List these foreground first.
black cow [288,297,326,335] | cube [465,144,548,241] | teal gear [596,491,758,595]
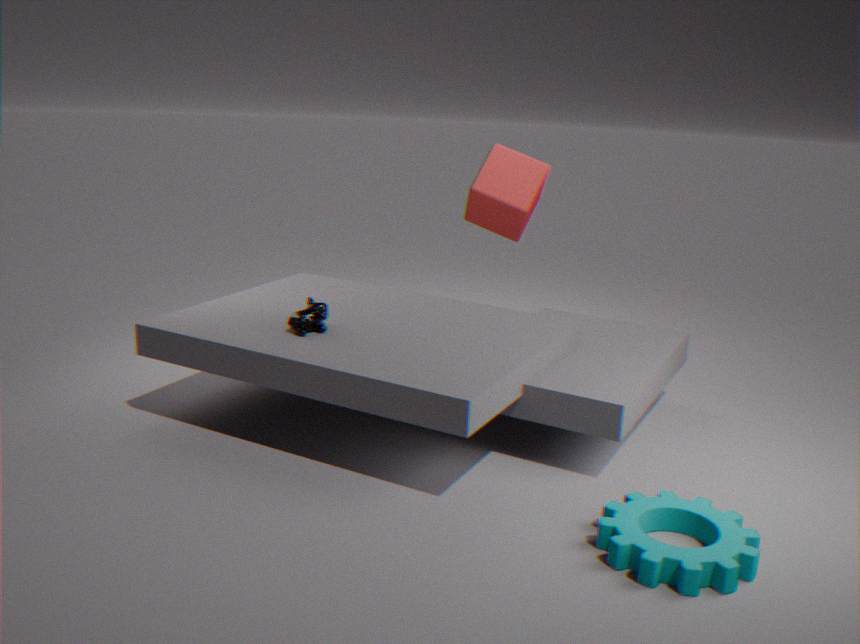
teal gear [596,491,758,595] < black cow [288,297,326,335] < cube [465,144,548,241]
